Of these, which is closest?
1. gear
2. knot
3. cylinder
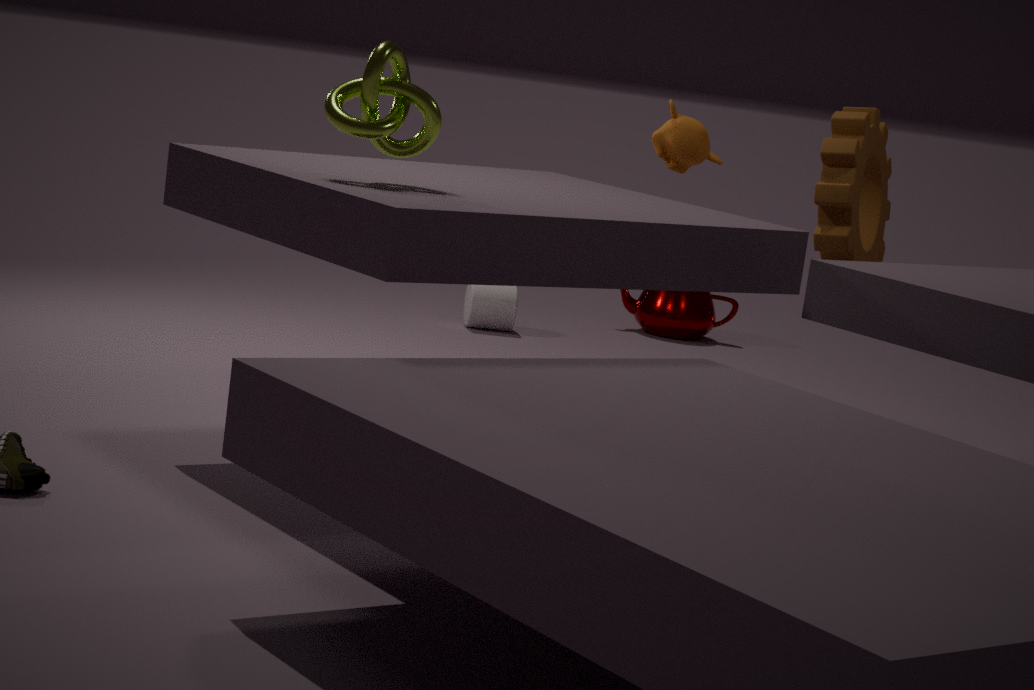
knot
